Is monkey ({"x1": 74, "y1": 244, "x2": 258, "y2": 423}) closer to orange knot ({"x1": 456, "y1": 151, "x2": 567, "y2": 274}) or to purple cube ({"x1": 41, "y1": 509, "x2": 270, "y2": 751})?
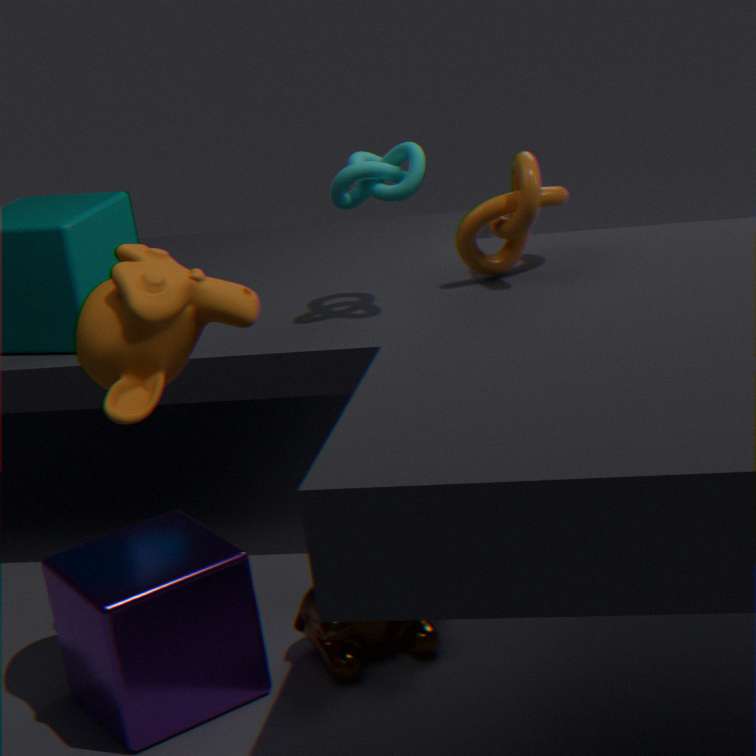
purple cube ({"x1": 41, "y1": 509, "x2": 270, "y2": 751})
